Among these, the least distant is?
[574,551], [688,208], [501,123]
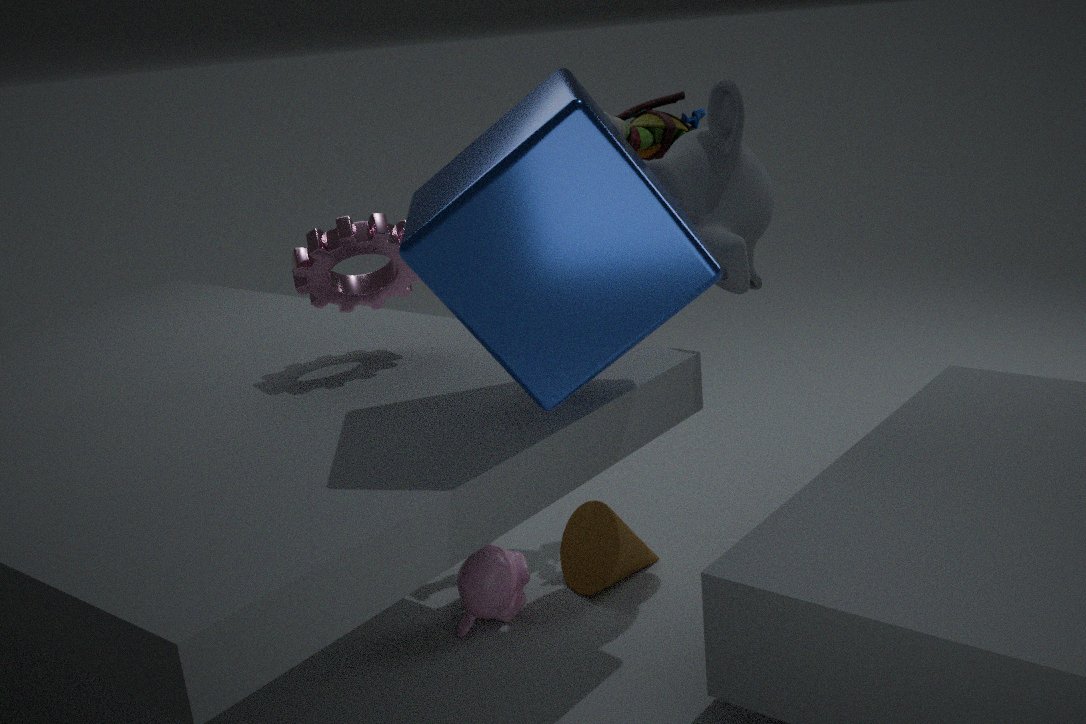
[501,123]
